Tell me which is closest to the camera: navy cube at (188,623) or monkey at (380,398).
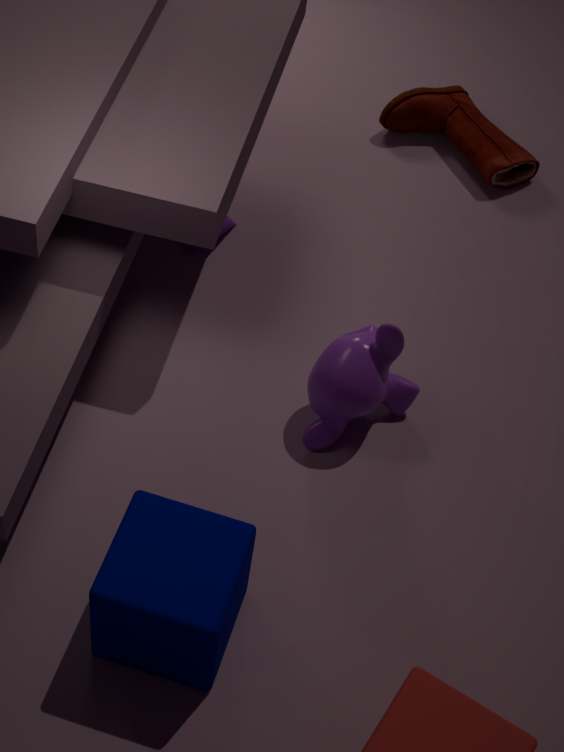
navy cube at (188,623)
